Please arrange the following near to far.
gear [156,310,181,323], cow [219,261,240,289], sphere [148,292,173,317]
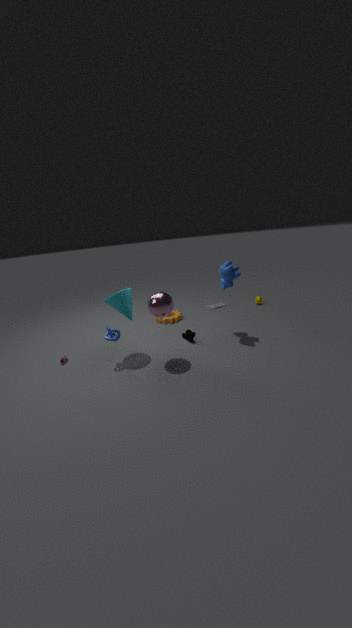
sphere [148,292,173,317] < cow [219,261,240,289] < gear [156,310,181,323]
